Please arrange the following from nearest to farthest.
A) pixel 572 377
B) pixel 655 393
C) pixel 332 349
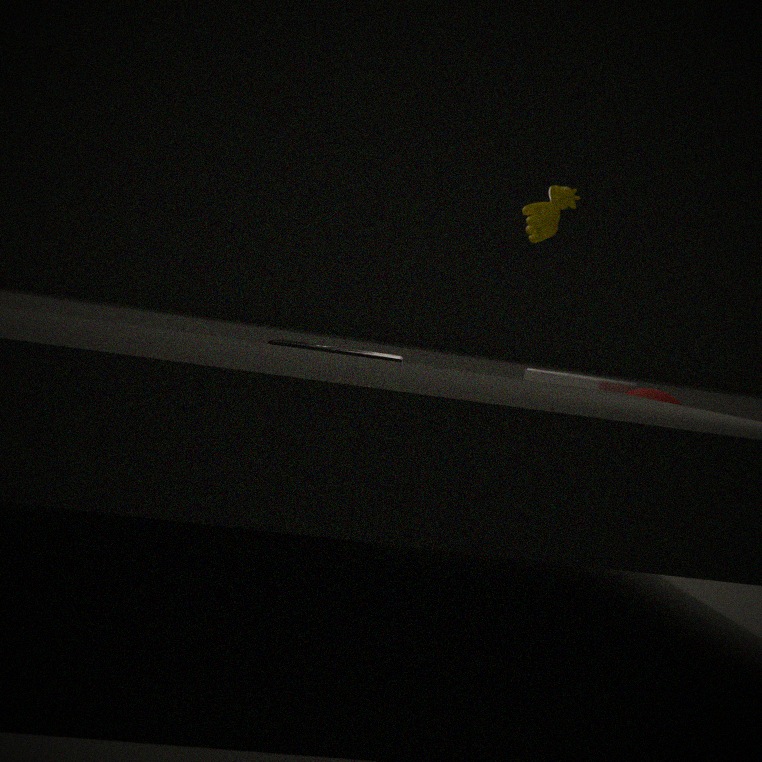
pixel 332 349, pixel 655 393, pixel 572 377
